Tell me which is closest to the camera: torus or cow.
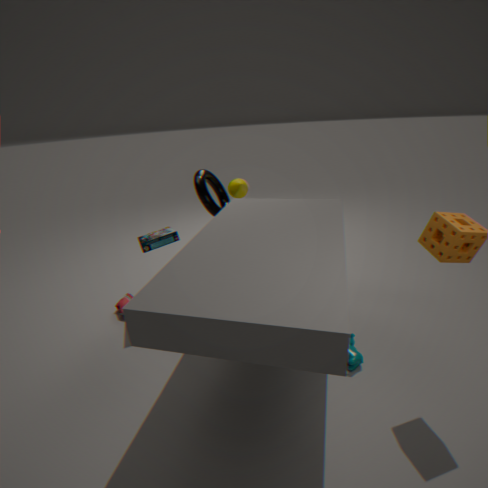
cow
